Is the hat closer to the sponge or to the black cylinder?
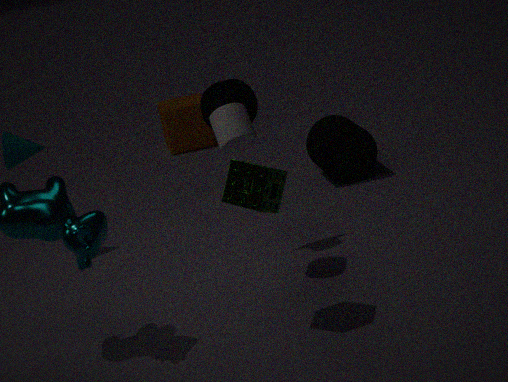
the sponge
